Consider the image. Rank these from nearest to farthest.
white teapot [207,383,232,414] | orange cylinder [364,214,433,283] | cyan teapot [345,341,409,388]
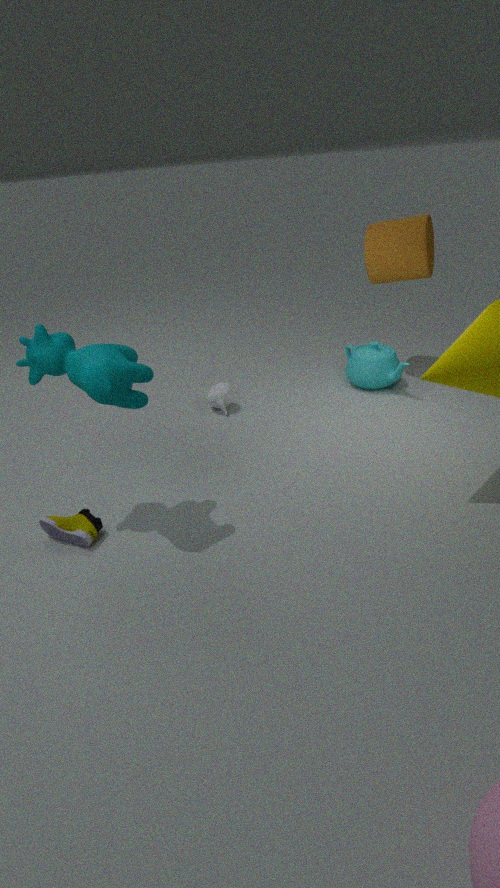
orange cylinder [364,214,433,283] → white teapot [207,383,232,414] → cyan teapot [345,341,409,388]
